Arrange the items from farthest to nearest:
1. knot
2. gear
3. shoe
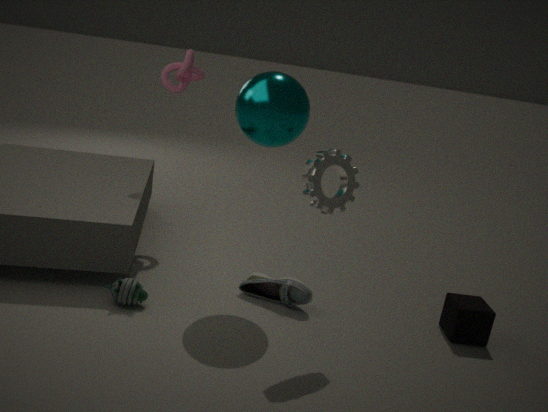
knot, shoe, gear
